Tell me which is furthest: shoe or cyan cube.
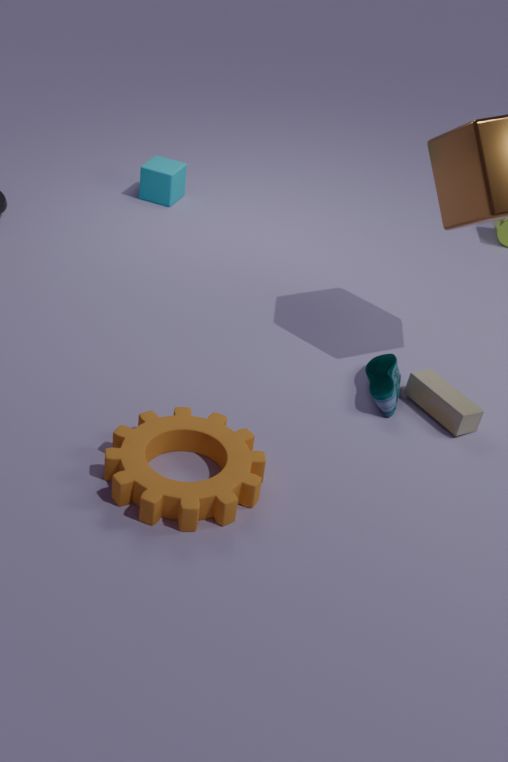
cyan cube
